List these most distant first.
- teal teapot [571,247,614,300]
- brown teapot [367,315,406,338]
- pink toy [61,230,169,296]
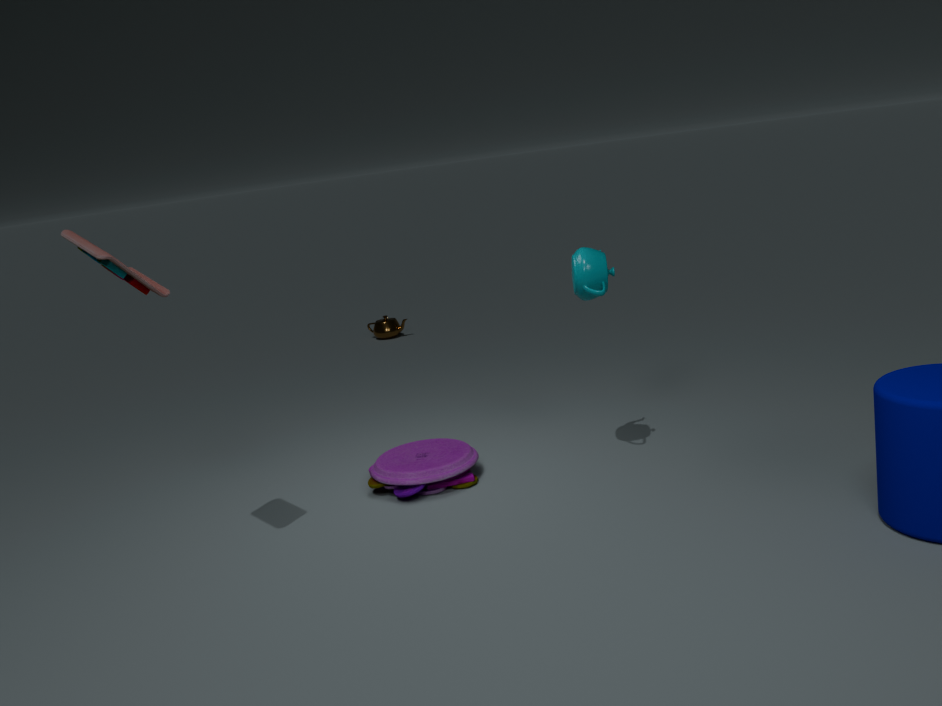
brown teapot [367,315,406,338] < teal teapot [571,247,614,300] < pink toy [61,230,169,296]
